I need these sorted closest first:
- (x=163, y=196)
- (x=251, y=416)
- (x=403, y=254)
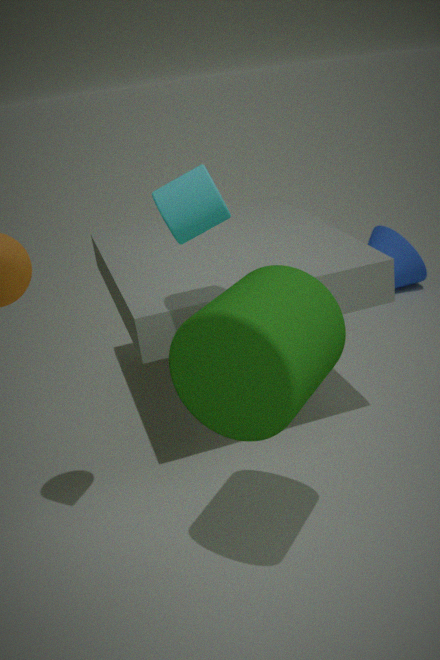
(x=251, y=416), (x=163, y=196), (x=403, y=254)
